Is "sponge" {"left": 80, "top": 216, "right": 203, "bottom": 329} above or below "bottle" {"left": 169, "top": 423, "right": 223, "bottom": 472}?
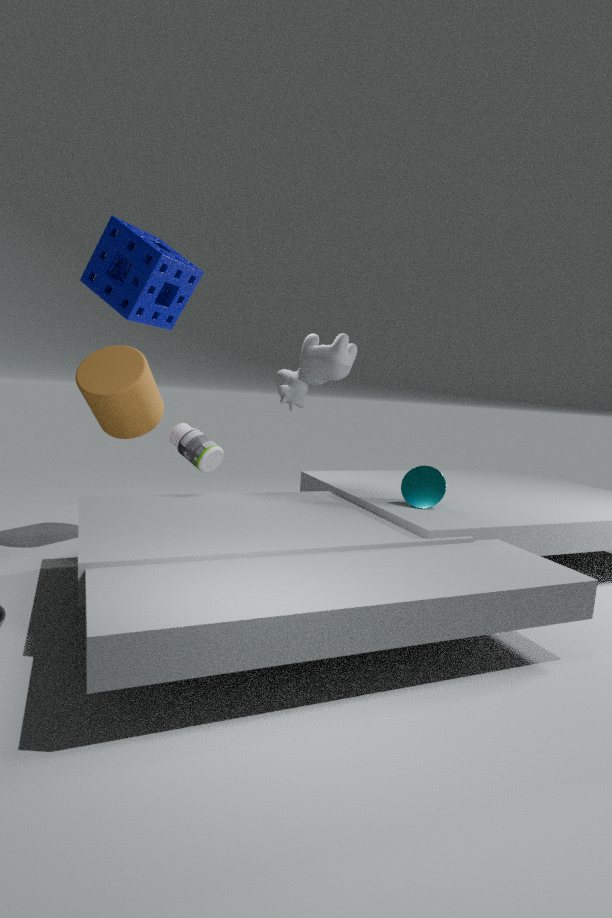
above
